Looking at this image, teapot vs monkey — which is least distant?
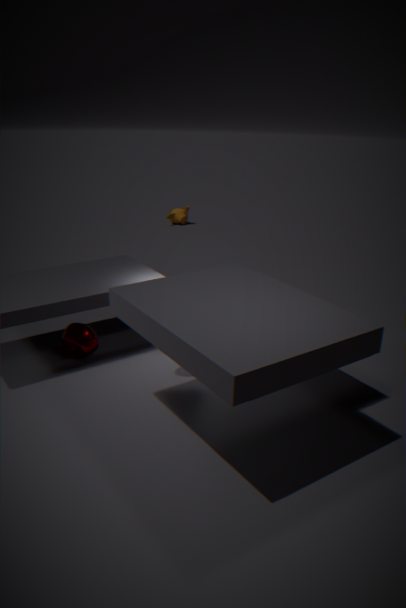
teapot
